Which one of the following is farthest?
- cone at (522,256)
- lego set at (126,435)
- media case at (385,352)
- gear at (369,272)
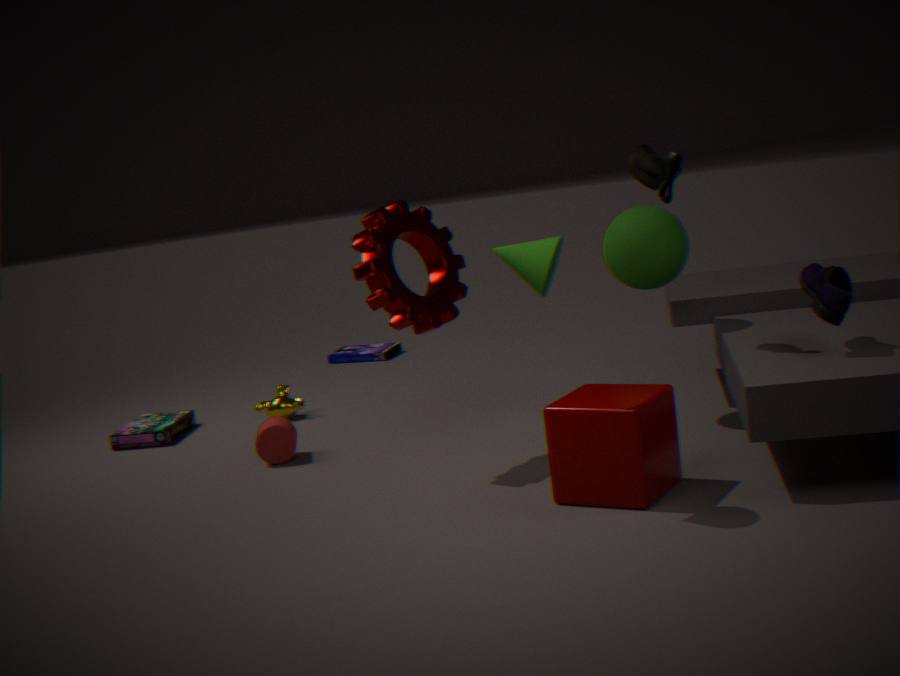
media case at (385,352)
